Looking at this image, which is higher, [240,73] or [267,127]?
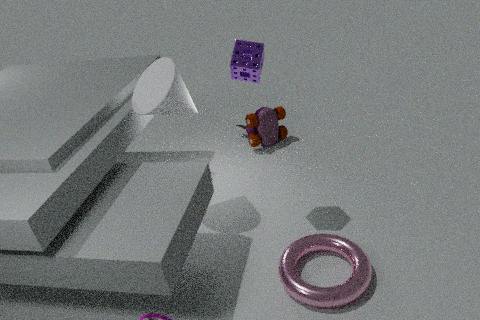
[240,73]
